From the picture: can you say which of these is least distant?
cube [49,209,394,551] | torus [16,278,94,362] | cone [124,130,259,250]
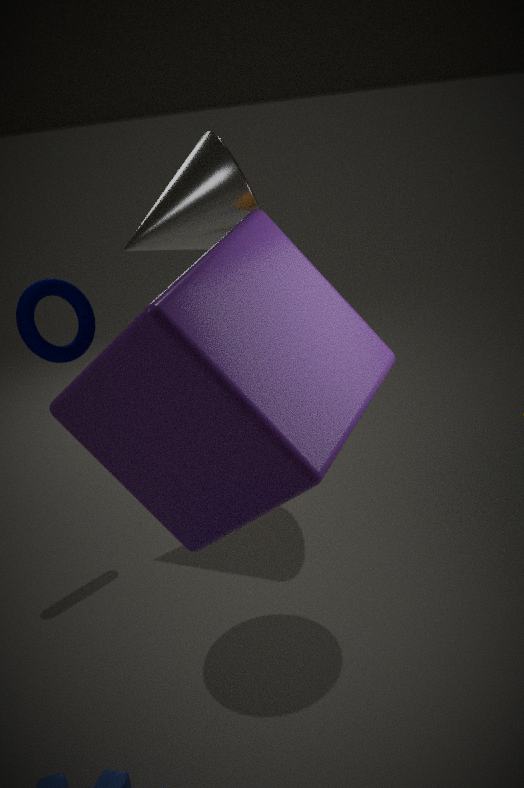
cube [49,209,394,551]
